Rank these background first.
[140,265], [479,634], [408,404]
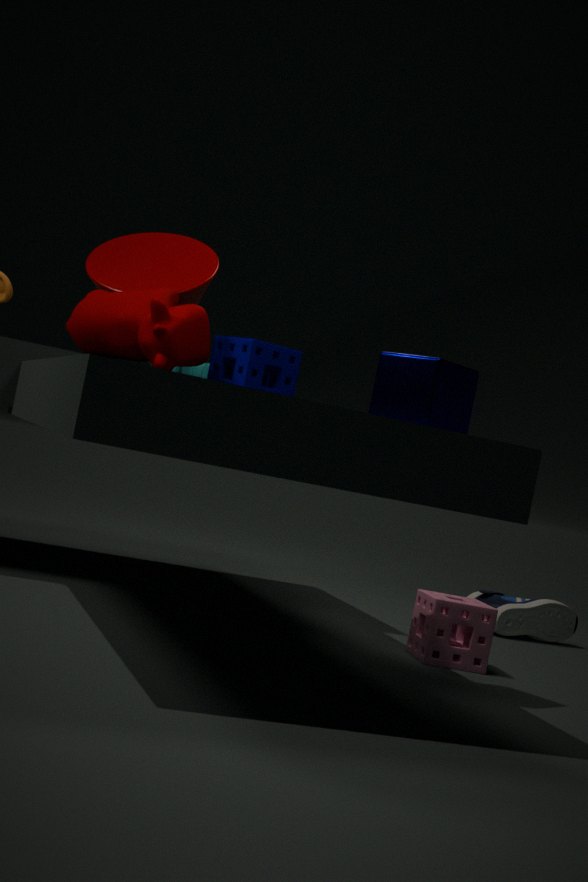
[140,265] < [479,634] < [408,404]
